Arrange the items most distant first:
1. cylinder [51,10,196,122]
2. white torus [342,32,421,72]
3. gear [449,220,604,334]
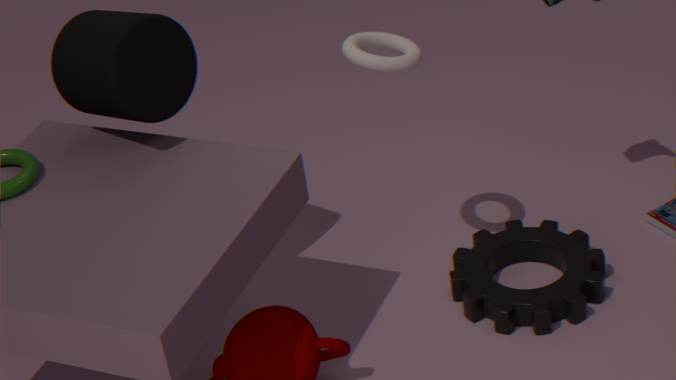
gear [449,220,604,334], white torus [342,32,421,72], cylinder [51,10,196,122]
